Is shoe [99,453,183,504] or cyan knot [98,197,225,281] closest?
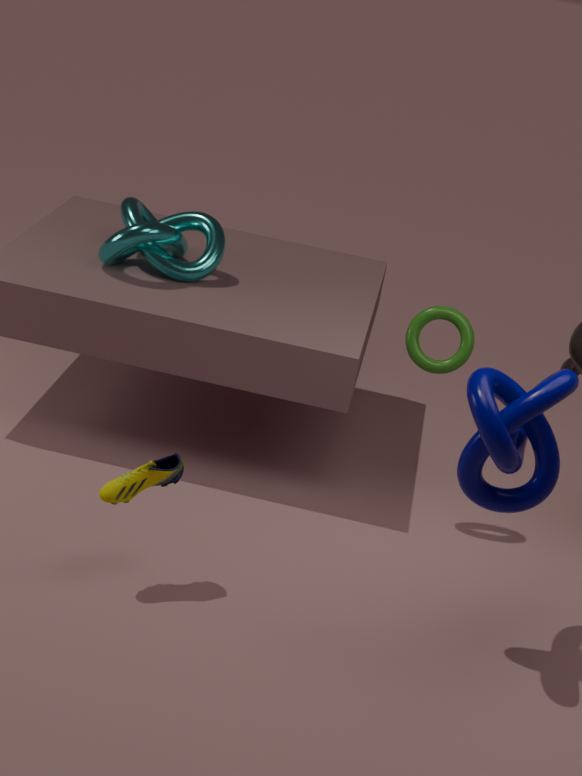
shoe [99,453,183,504]
